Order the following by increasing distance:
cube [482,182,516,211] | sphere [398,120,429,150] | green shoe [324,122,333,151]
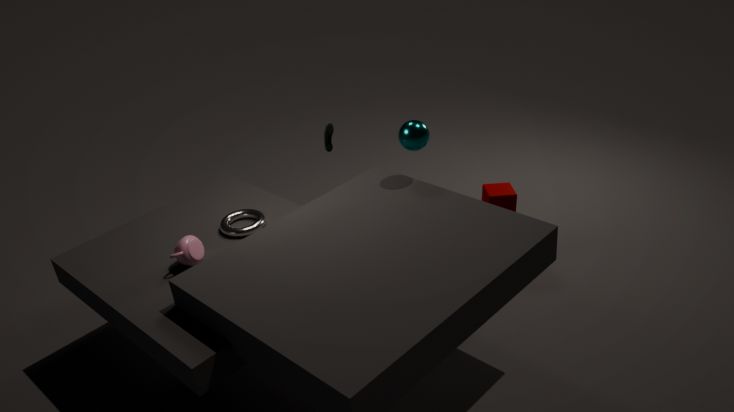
sphere [398,120,429,150], green shoe [324,122,333,151], cube [482,182,516,211]
